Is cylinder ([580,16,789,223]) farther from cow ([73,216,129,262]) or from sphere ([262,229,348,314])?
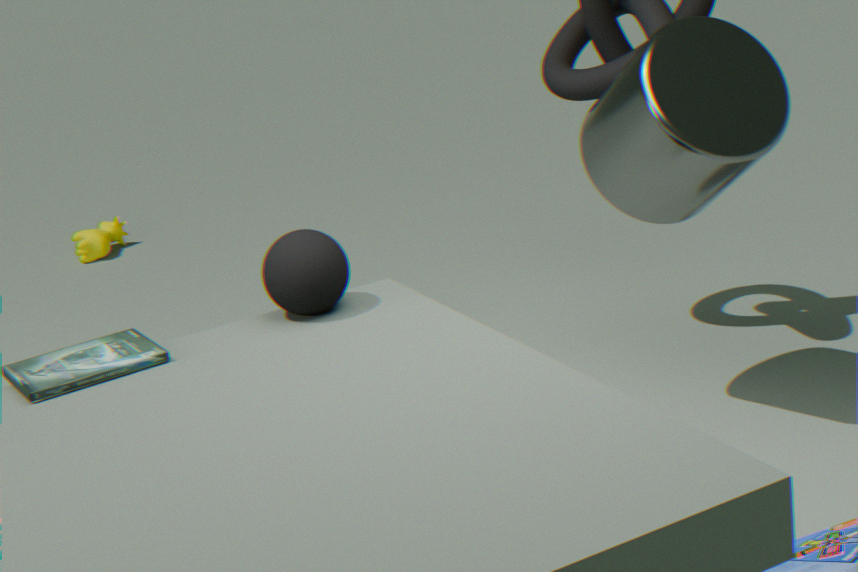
cow ([73,216,129,262])
